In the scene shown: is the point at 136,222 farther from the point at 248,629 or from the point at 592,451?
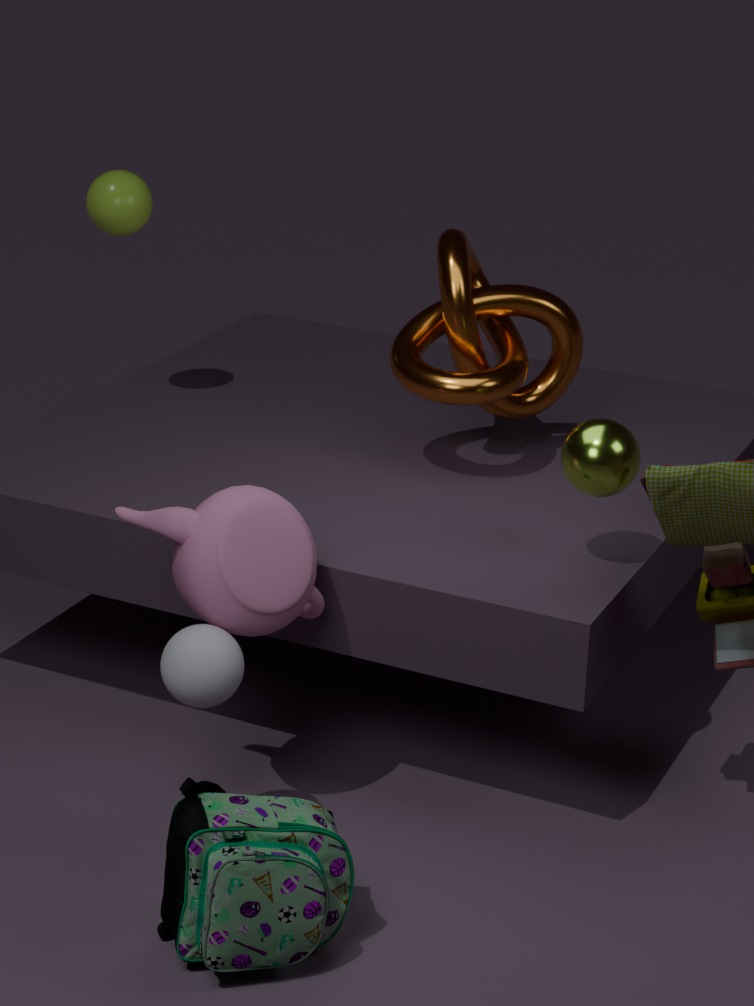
the point at 592,451
